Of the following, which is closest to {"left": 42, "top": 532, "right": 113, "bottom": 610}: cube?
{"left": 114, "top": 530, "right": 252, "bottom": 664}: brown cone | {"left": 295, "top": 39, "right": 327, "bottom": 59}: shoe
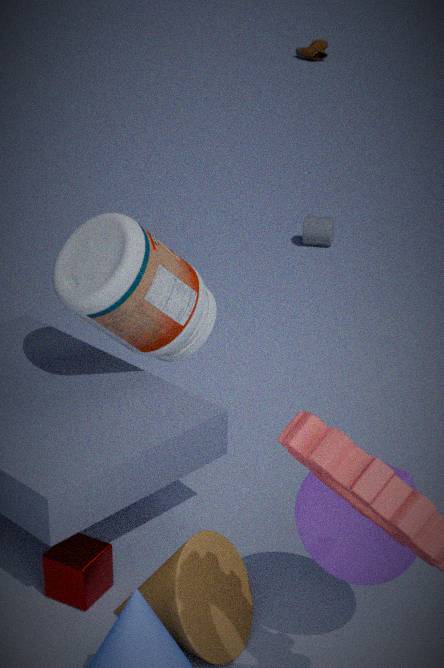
{"left": 114, "top": 530, "right": 252, "bottom": 664}: brown cone
